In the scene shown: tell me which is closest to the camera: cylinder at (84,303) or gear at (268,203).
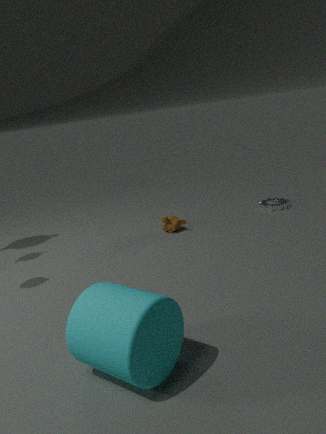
cylinder at (84,303)
